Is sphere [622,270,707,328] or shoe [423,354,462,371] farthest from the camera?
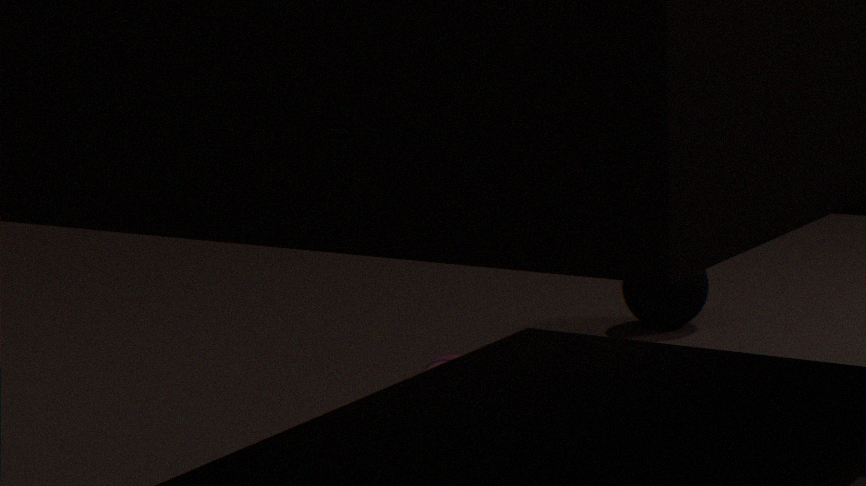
sphere [622,270,707,328]
